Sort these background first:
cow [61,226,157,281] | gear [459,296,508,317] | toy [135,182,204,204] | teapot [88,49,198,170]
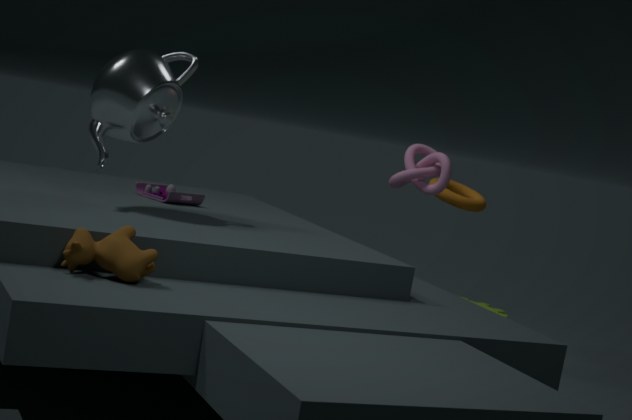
gear [459,296,508,317] → toy [135,182,204,204] → teapot [88,49,198,170] → cow [61,226,157,281]
